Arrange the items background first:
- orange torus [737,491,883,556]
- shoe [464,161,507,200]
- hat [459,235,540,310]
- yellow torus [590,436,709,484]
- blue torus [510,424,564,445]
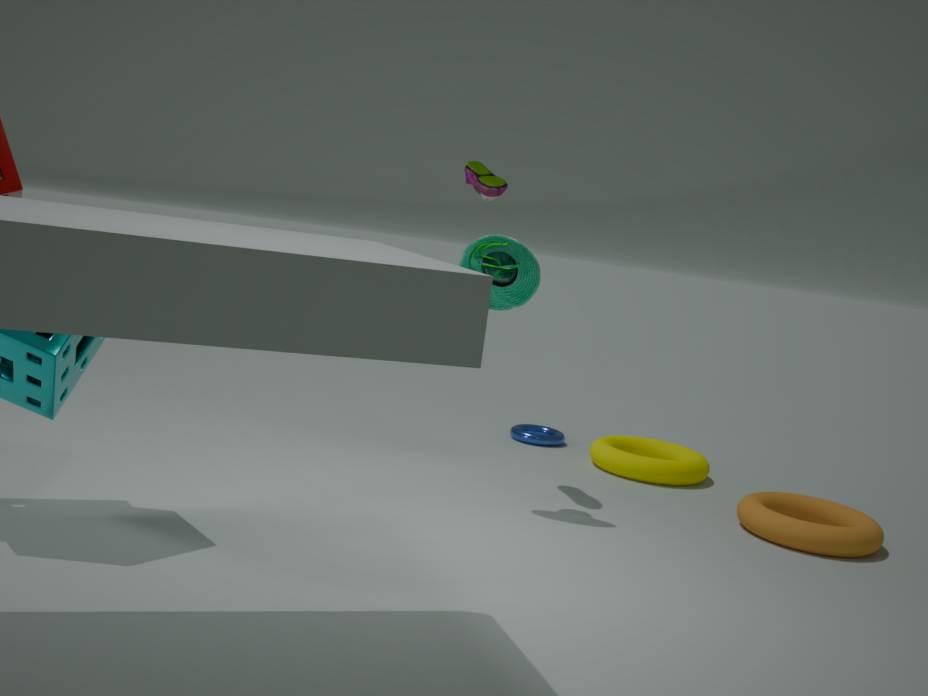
blue torus [510,424,564,445] → yellow torus [590,436,709,484] → shoe [464,161,507,200] → orange torus [737,491,883,556] → hat [459,235,540,310]
